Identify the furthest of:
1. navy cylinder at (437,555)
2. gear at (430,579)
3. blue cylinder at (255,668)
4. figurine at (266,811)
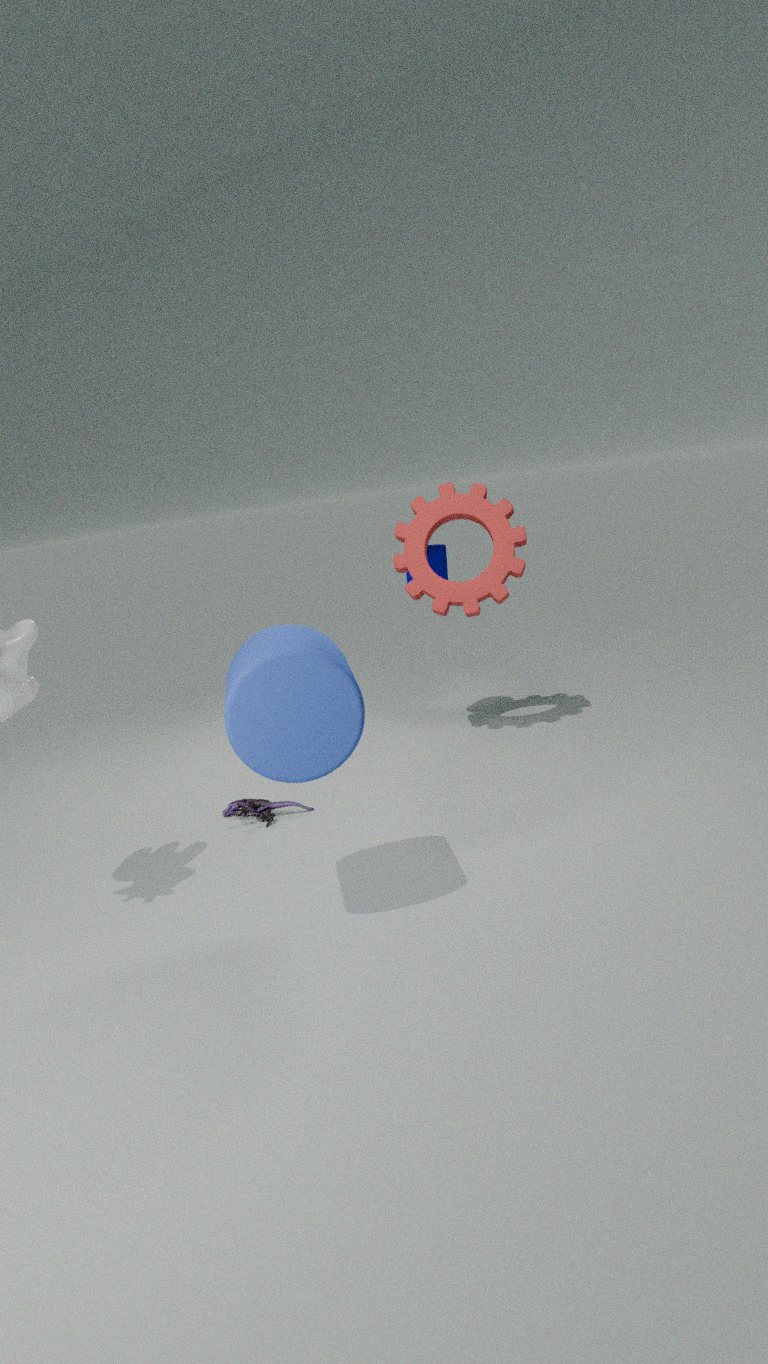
navy cylinder at (437,555)
